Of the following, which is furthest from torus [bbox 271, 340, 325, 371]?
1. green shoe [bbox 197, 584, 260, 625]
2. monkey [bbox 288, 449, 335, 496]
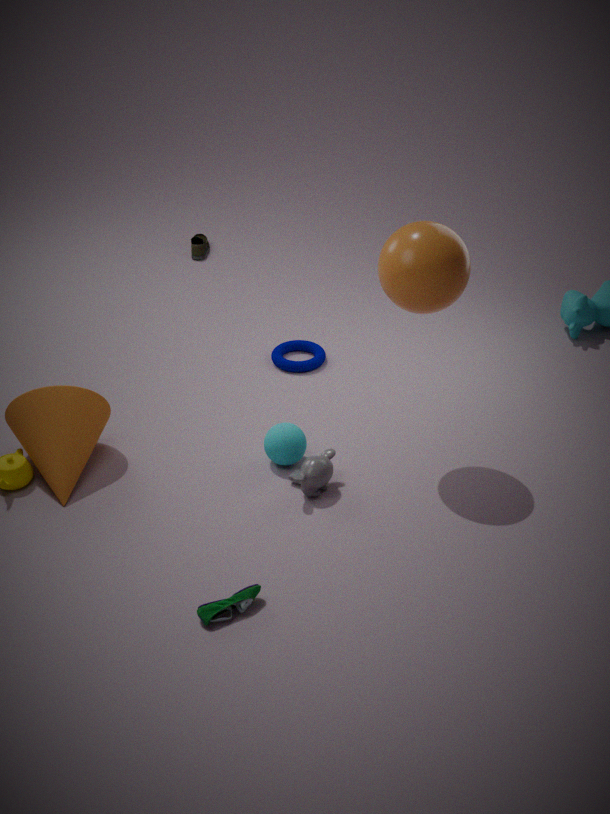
green shoe [bbox 197, 584, 260, 625]
